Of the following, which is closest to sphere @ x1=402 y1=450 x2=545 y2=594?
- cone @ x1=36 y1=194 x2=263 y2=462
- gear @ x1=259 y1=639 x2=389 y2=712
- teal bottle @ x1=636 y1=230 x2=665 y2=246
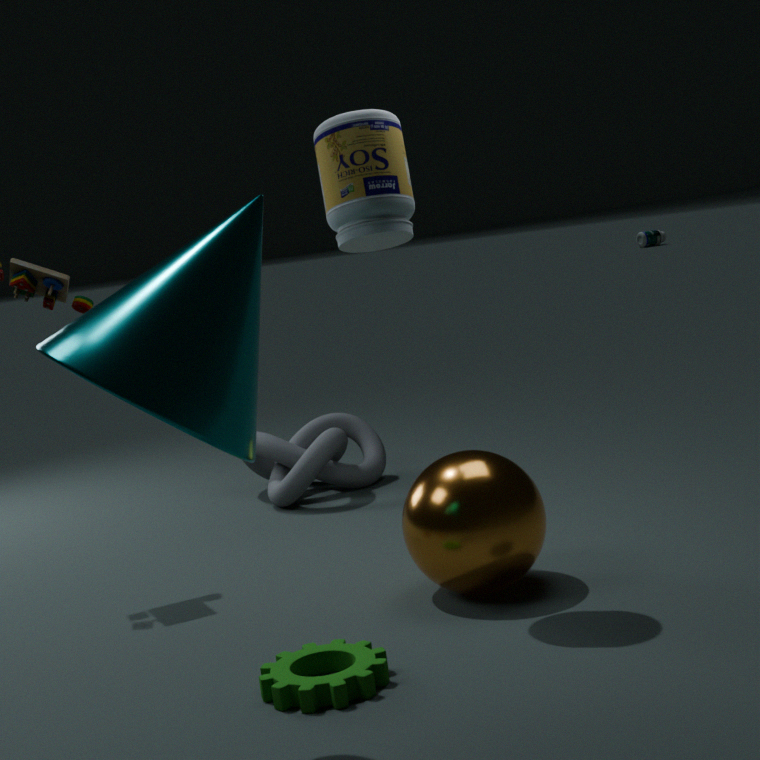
gear @ x1=259 y1=639 x2=389 y2=712
